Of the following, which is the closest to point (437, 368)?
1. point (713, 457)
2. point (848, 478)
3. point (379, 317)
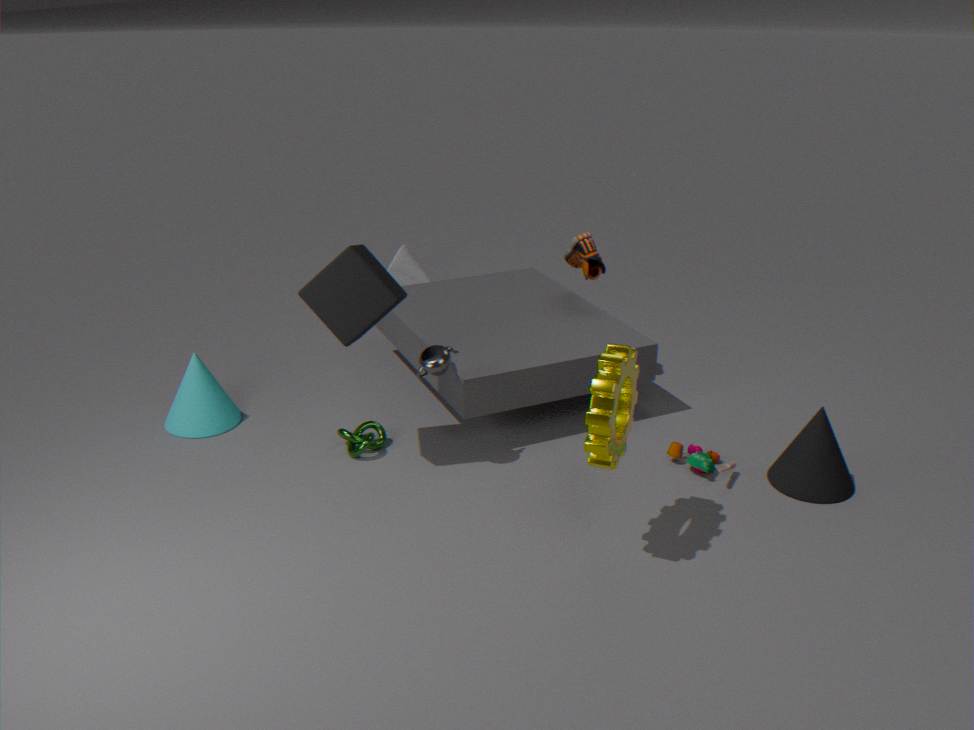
point (379, 317)
